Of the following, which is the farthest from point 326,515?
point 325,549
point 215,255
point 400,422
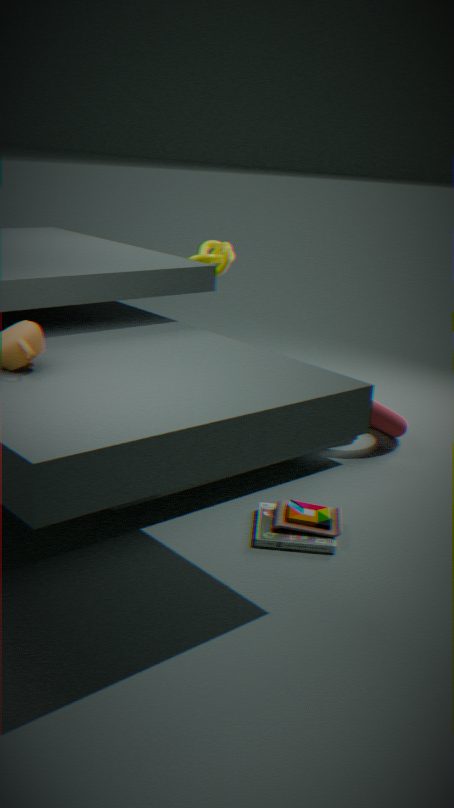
point 215,255
